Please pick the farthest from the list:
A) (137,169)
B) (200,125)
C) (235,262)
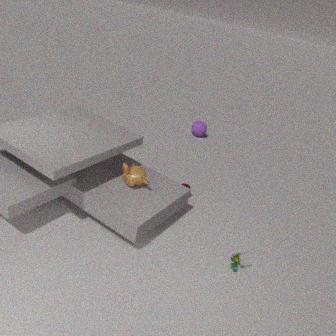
(200,125)
